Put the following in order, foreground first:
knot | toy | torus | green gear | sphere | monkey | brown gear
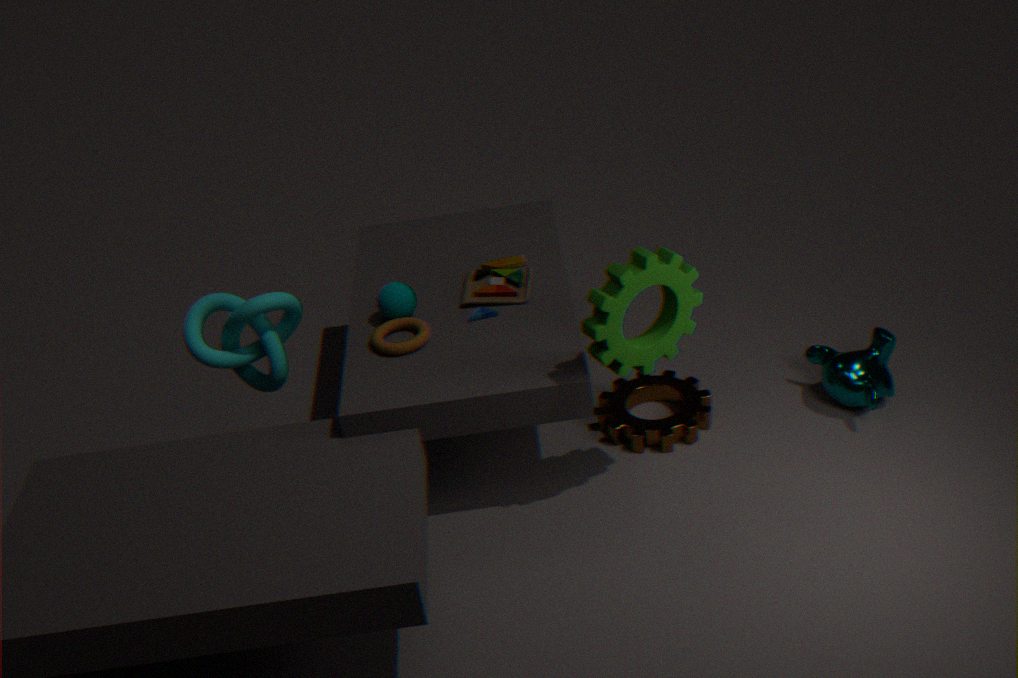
green gear < torus < knot < sphere < monkey < brown gear < toy
